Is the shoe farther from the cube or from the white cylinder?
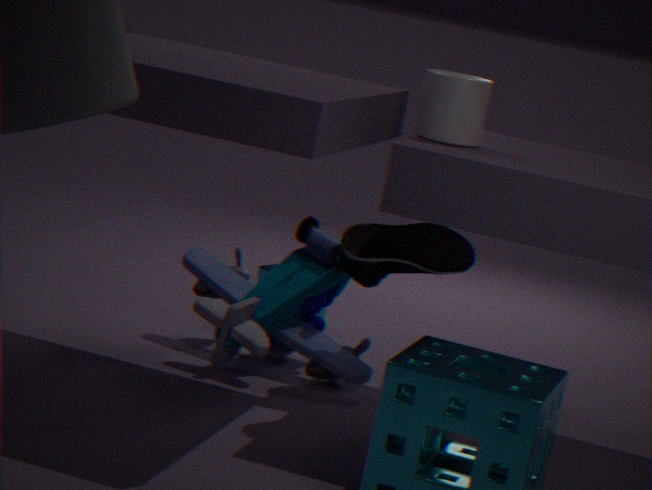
the cube
